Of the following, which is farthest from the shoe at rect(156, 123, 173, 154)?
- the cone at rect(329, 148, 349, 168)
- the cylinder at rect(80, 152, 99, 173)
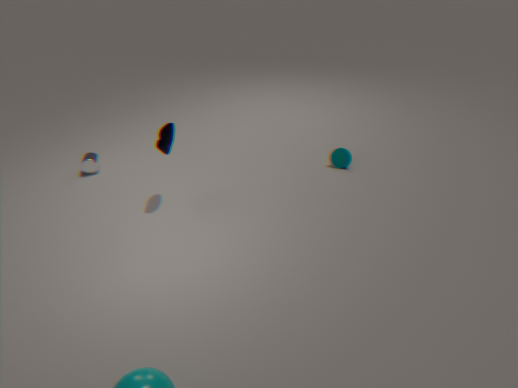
the cone at rect(329, 148, 349, 168)
